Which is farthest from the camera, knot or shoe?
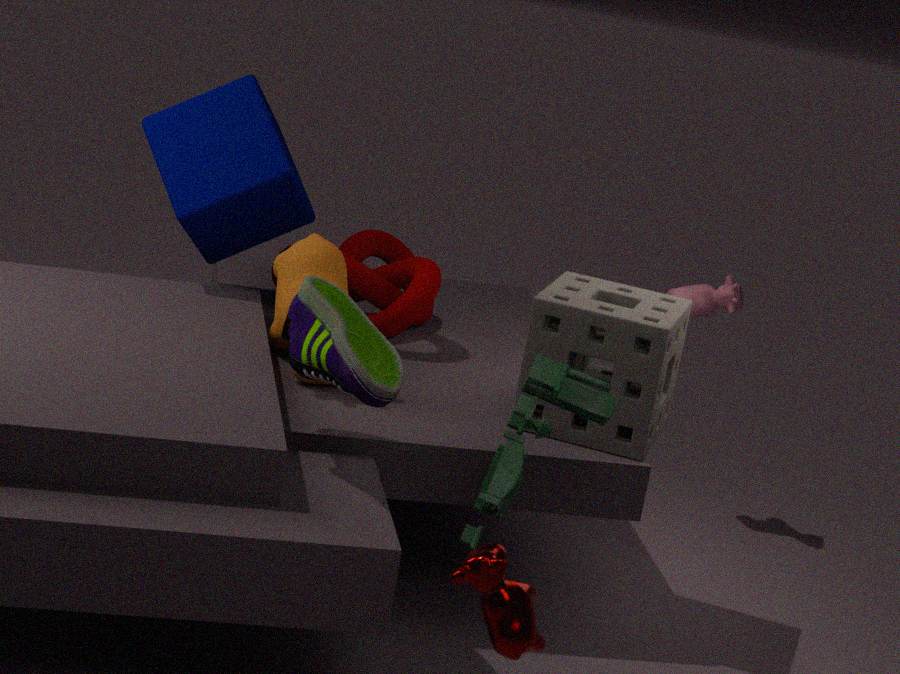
knot
